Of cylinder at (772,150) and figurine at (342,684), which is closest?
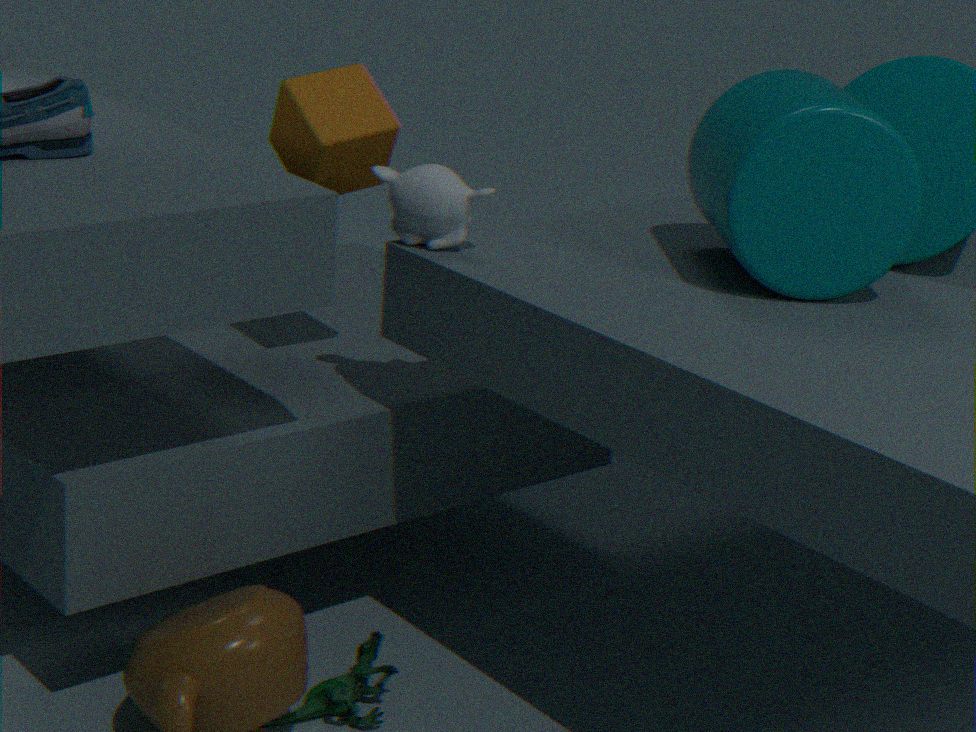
cylinder at (772,150)
